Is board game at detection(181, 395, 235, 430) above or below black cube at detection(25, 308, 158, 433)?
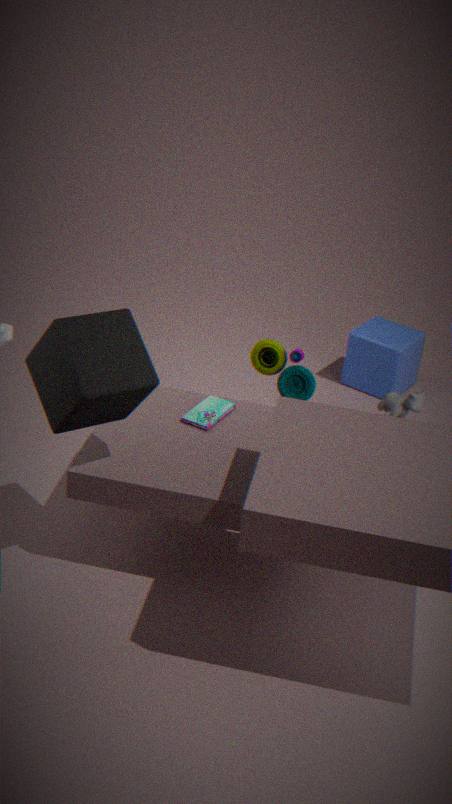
below
